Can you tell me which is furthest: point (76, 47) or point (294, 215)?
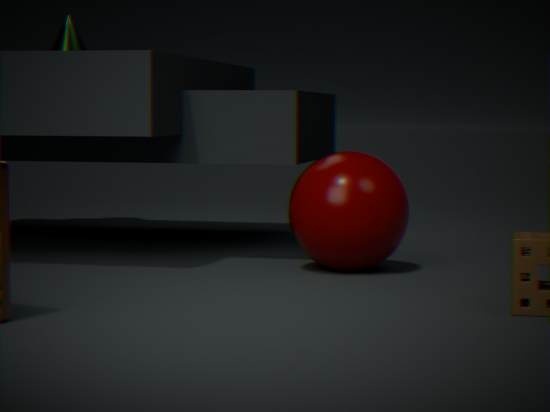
point (76, 47)
